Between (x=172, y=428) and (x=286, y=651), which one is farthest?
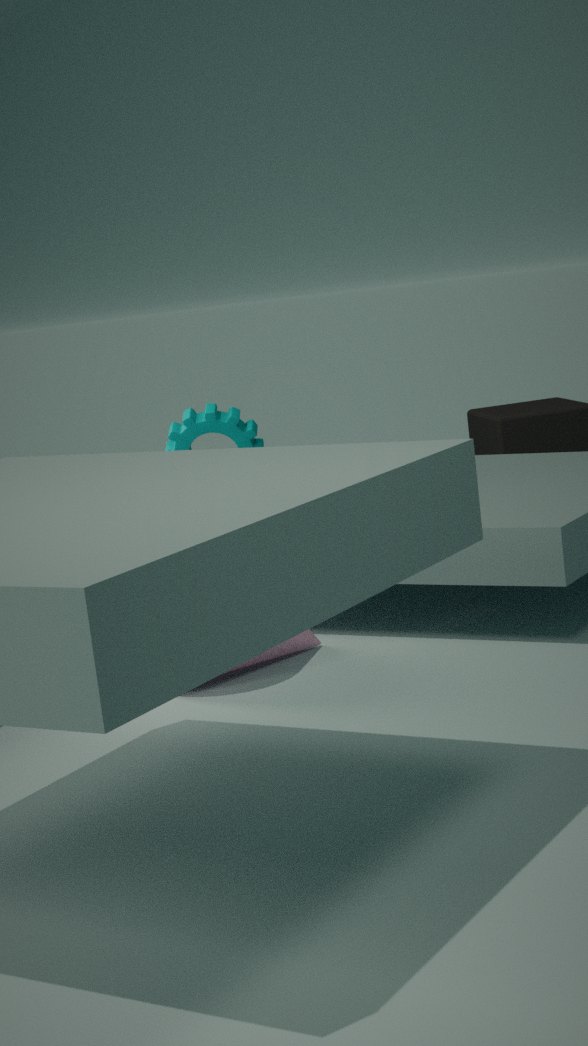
(x=172, y=428)
